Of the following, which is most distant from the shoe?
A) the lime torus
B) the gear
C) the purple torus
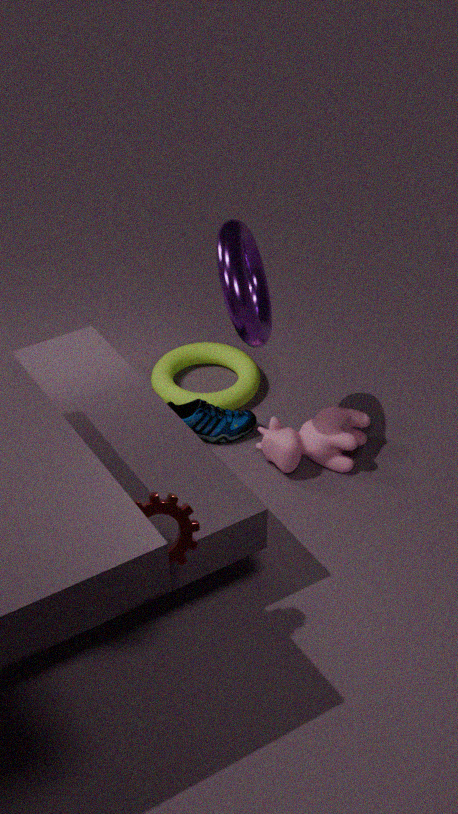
the gear
